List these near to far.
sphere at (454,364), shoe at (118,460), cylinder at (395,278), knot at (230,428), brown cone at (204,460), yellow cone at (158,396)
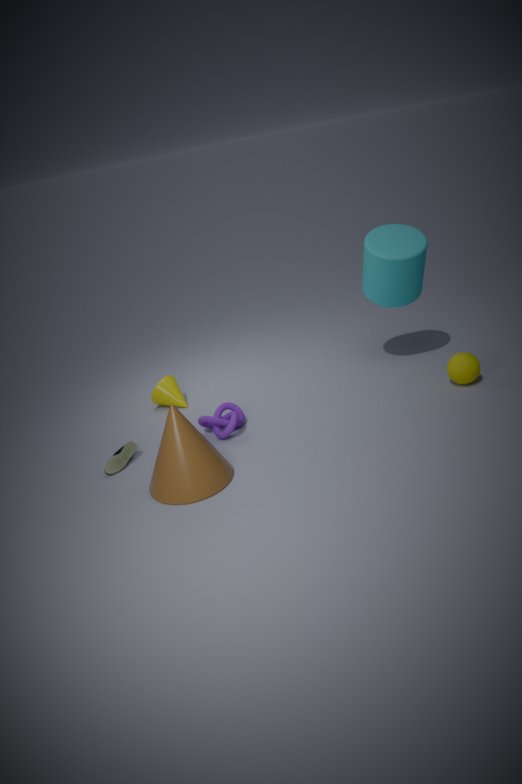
brown cone at (204,460) < shoe at (118,460) < knot at (230,428) < sphere at (454,364) < cylinder at (395,278) < yellow cone at (158,396)
